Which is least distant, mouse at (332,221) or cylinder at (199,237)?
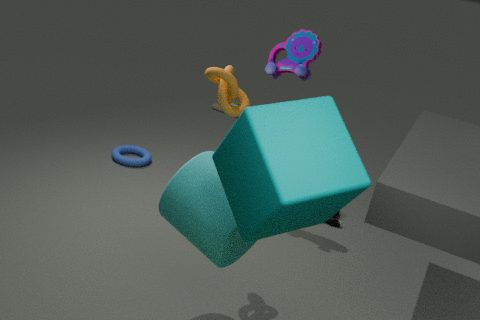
cylinder at (199,237)
